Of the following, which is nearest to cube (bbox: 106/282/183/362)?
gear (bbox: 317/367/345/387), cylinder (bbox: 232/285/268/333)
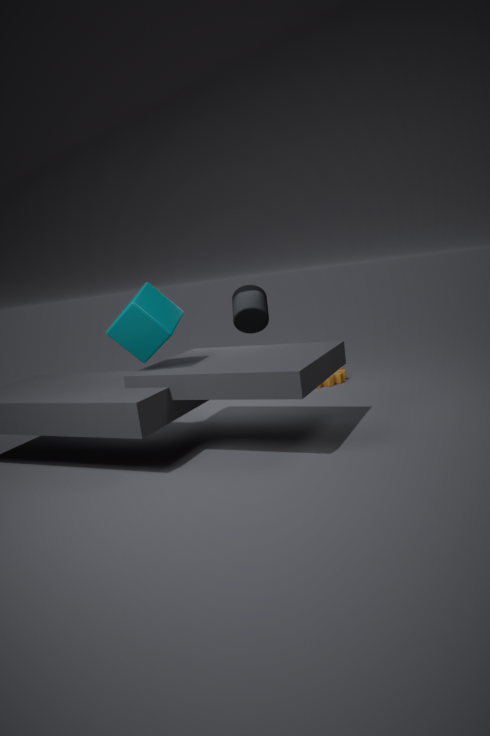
cylinder (bbox: 232/285/268/333)
